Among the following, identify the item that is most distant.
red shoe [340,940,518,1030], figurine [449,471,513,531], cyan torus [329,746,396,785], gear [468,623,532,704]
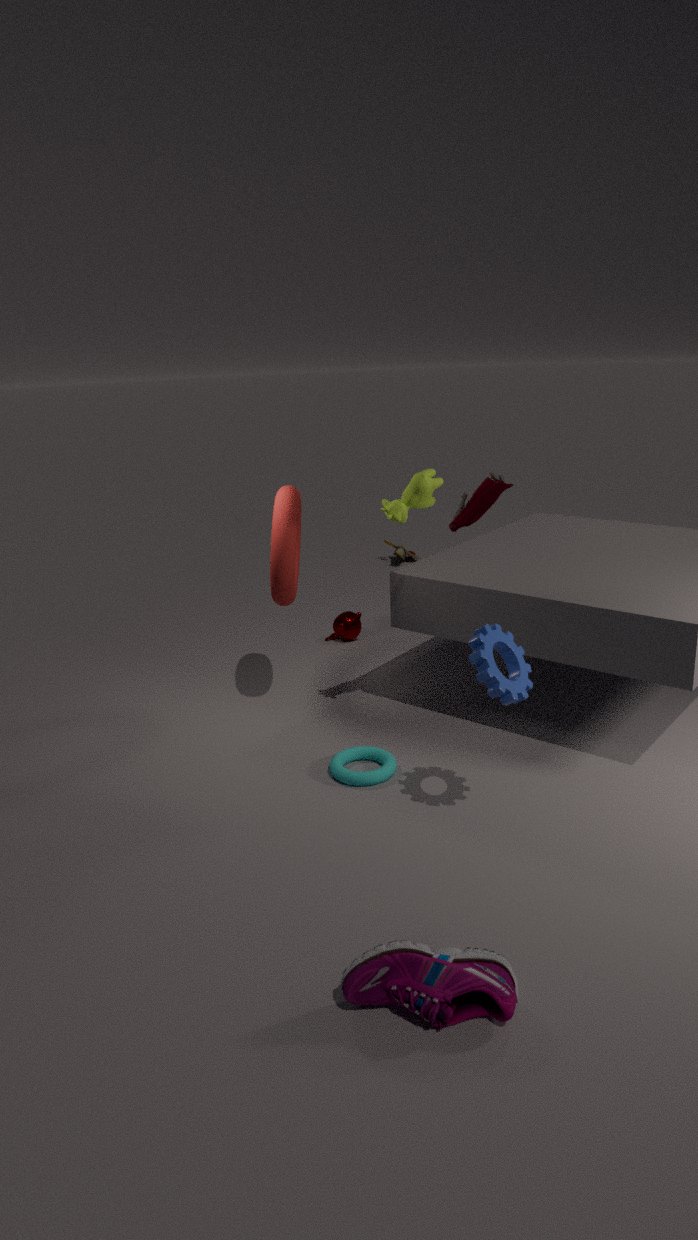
figurine [449,471,513,531]
